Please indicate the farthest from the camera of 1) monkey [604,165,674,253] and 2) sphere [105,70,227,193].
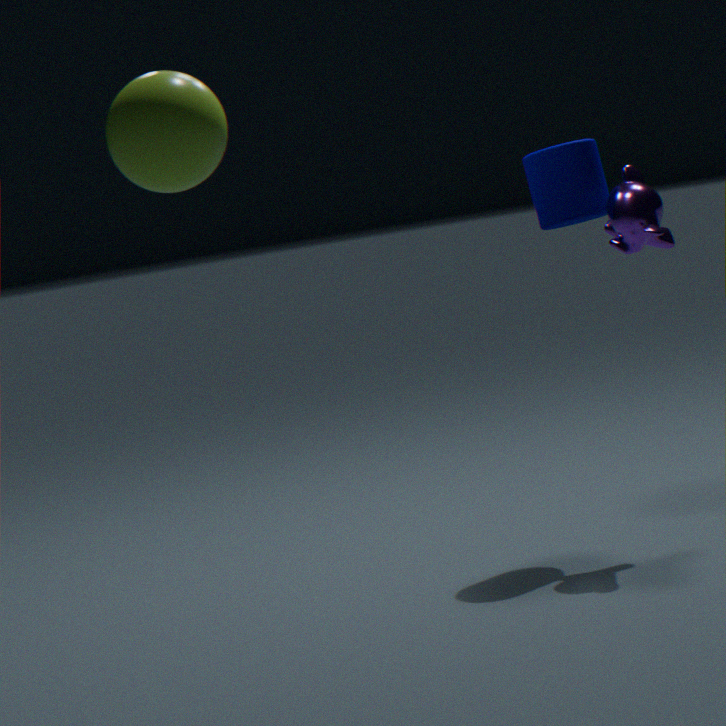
1. monkey [604,165,674,253]
